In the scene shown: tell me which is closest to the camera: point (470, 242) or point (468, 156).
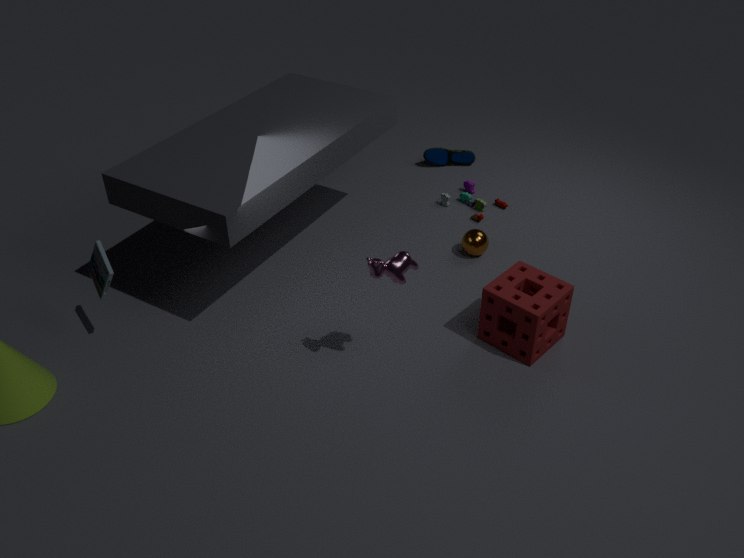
point (470, 242)
